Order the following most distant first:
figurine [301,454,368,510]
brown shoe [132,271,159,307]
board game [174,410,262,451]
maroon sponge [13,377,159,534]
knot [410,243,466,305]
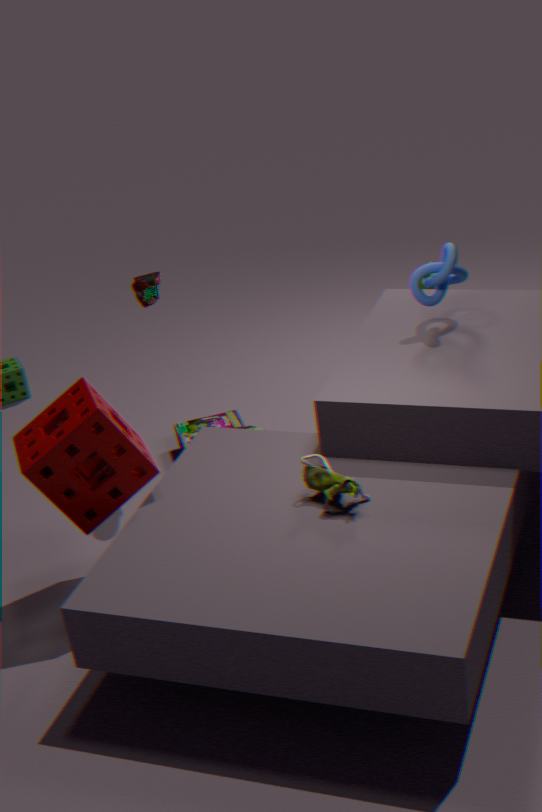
board game [174,410,262,451]
brown shoe [132,271,159,307]
knot [410,243,466,305]
maroon sponge [13,377,159,534]
figurine [301,454,368,510]
